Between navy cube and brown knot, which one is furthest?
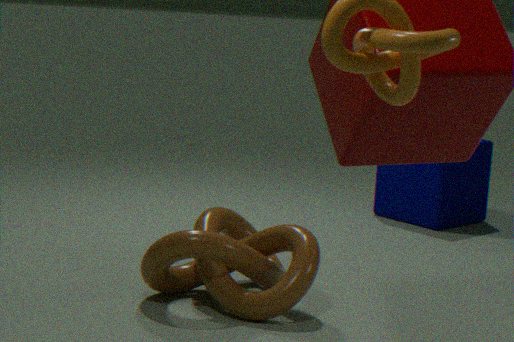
navy cube
